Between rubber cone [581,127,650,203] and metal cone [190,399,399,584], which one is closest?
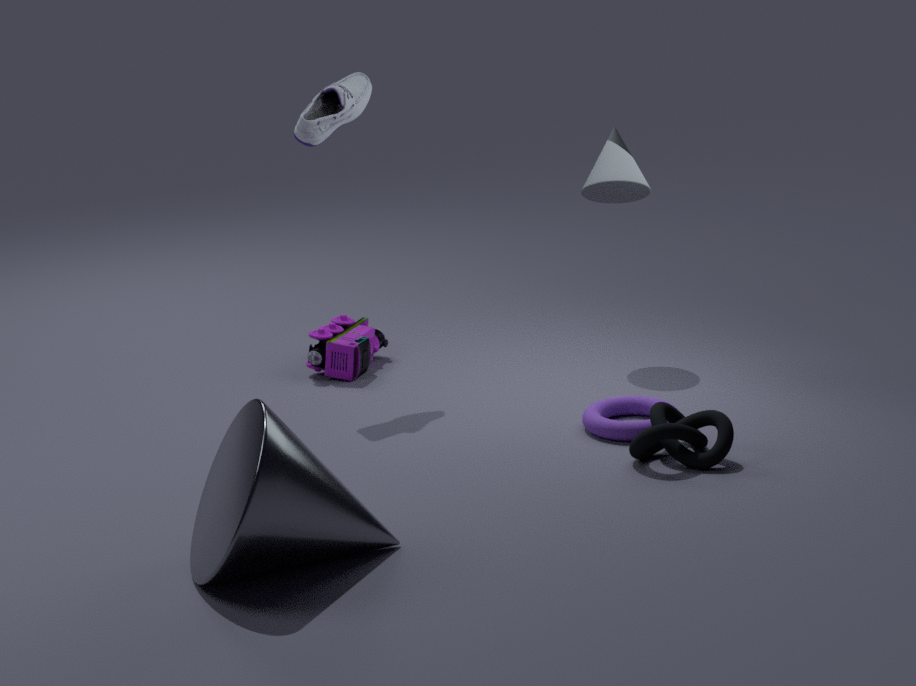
metal cone [190,399,399,584]
